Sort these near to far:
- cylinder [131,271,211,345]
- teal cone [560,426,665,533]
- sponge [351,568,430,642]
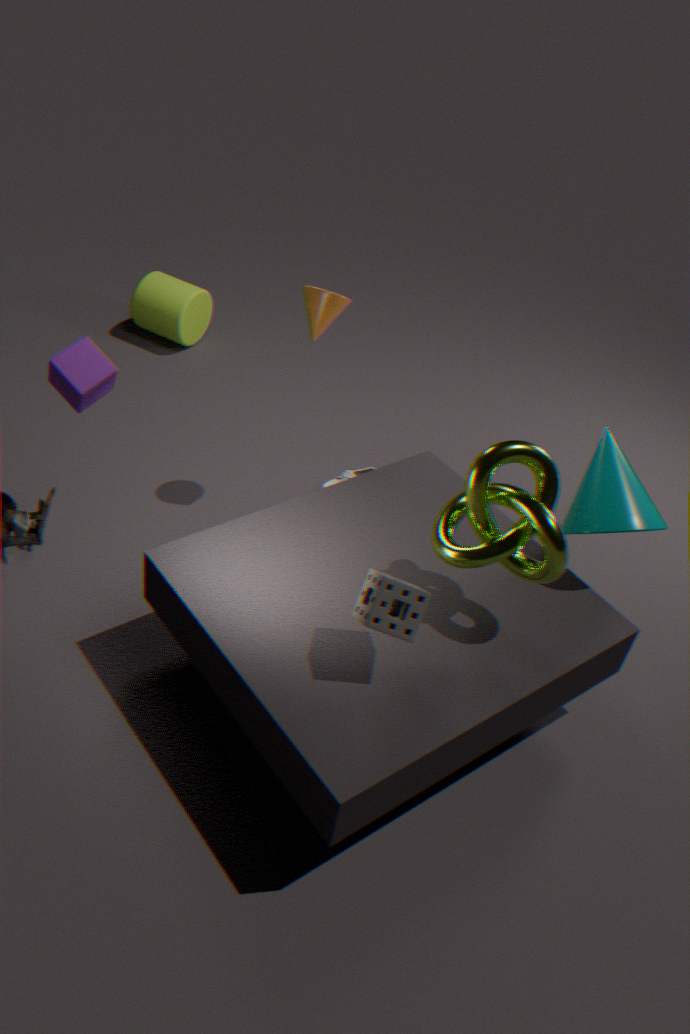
sponge [351,568,430,642], teal cone [560,426,665,533], cylinder [131,271,211,345]
